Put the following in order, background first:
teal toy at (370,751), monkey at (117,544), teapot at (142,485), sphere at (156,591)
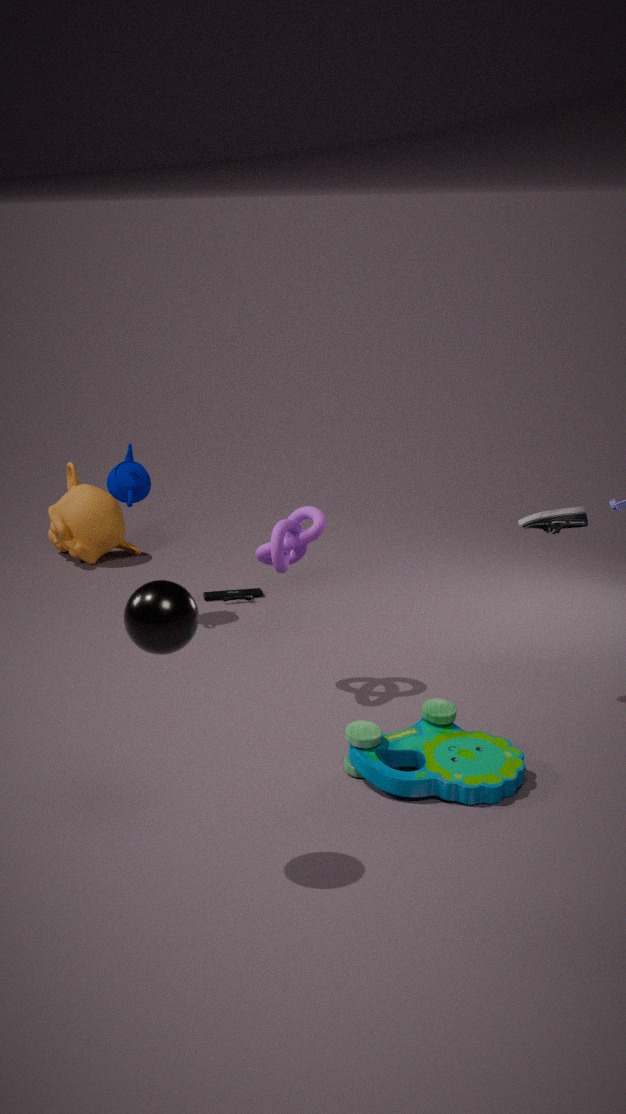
monkey at (117,544)
teapot at (142,485)
teal toy at (370,751)
sphere at (156,591)
